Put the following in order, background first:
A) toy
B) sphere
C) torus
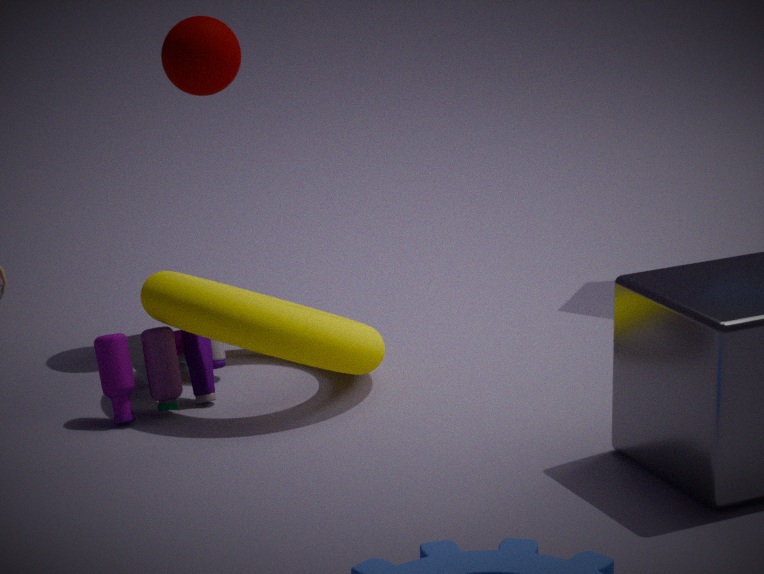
sphere < toy < torus
